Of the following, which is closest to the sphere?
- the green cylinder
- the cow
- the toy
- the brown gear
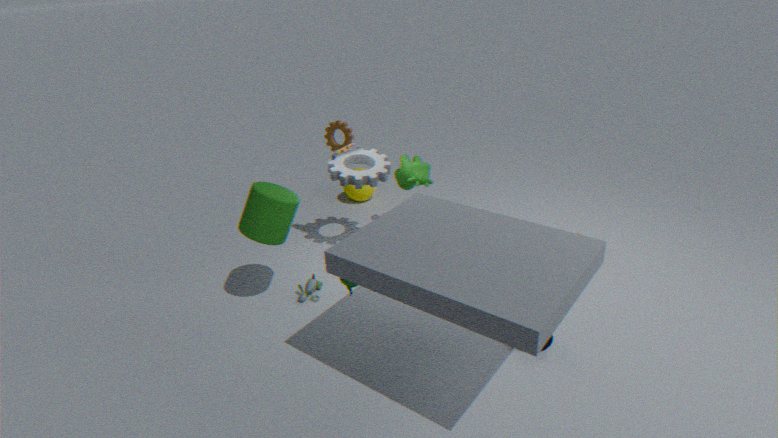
the cow
